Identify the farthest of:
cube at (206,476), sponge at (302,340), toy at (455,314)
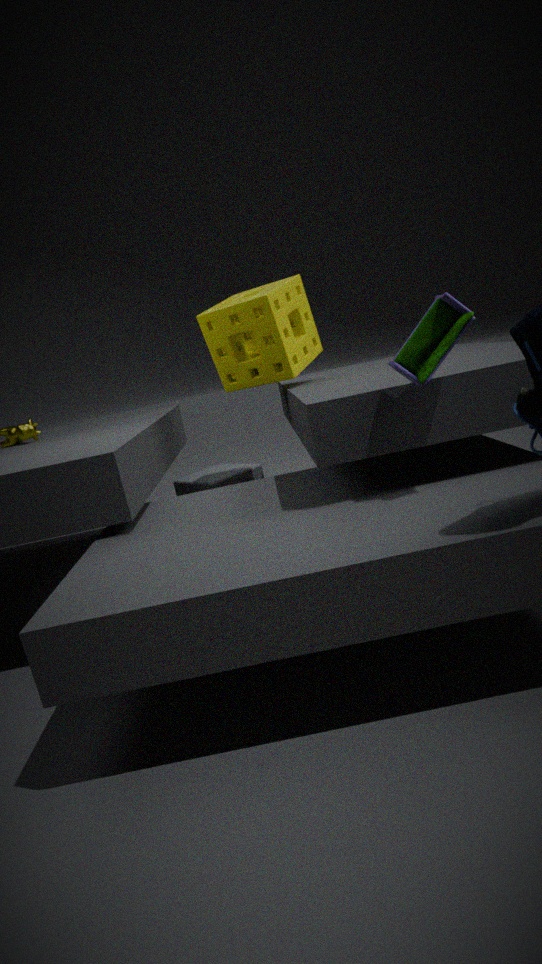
cube at (206,476)
